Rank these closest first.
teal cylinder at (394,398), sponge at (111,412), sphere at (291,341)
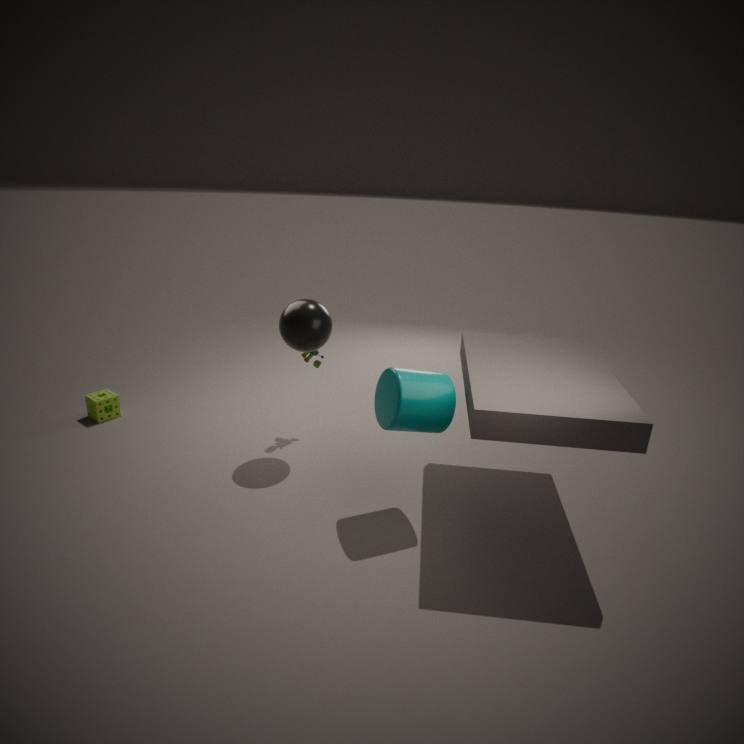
teal cylinder at (394,398)
sphere at (291,341)
sponge at (111,412)
